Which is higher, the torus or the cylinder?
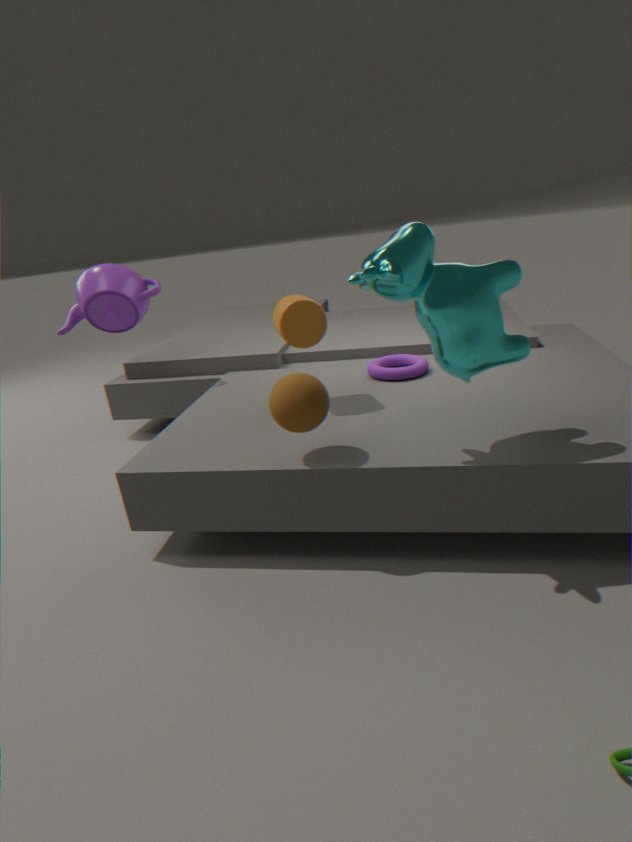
the cylinder
